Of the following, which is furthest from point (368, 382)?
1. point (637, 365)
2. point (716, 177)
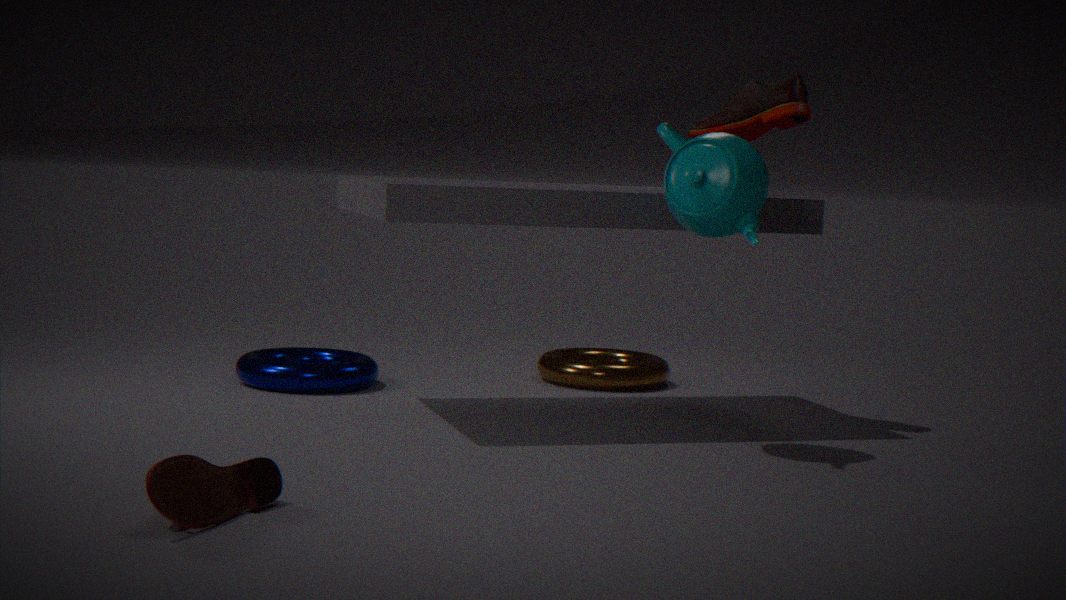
point (716, 177)
